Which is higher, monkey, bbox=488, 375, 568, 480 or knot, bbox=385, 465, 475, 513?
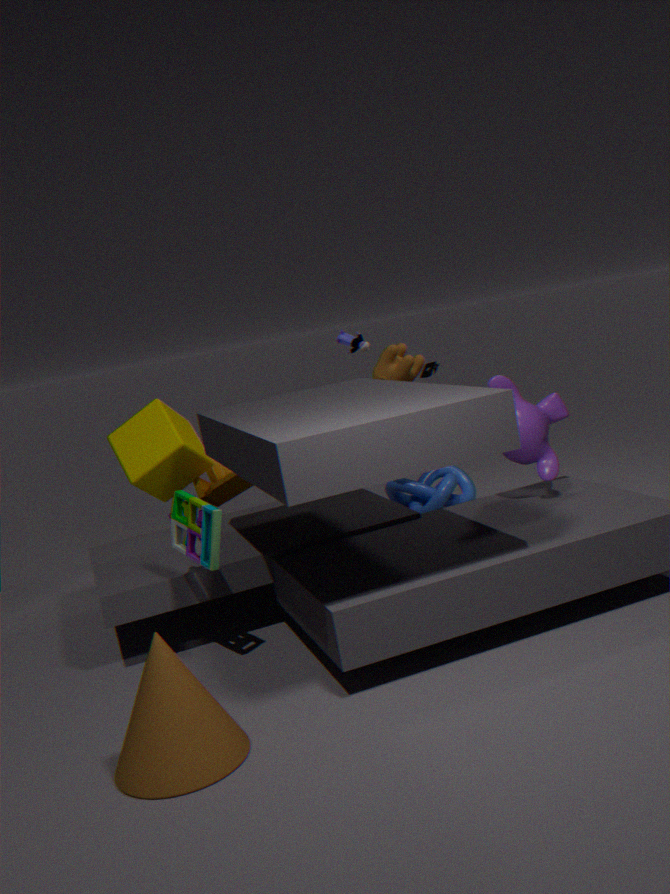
monkey, bbox=488, 375, 568, 480
